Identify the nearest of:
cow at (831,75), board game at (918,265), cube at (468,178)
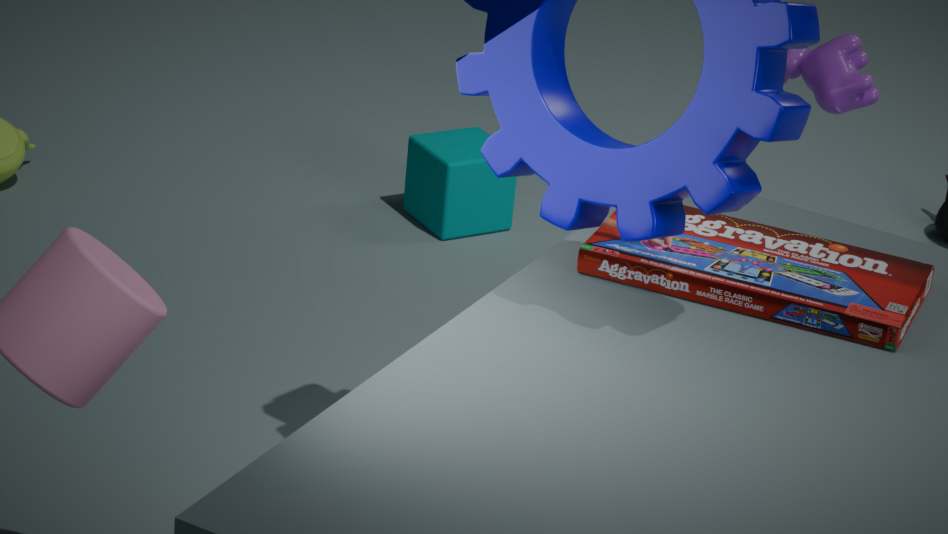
board game at (918,265)
